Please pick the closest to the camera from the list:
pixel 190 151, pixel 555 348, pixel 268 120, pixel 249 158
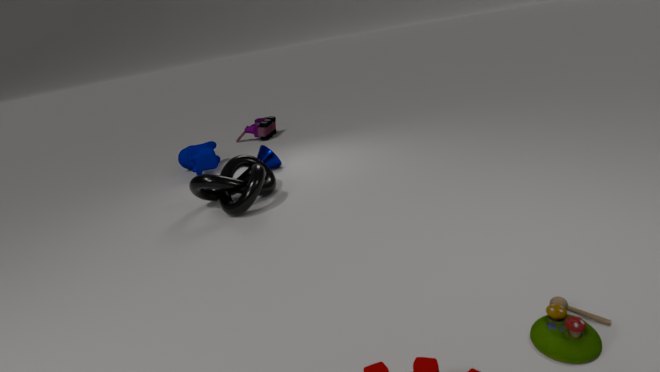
pixel 555 348
